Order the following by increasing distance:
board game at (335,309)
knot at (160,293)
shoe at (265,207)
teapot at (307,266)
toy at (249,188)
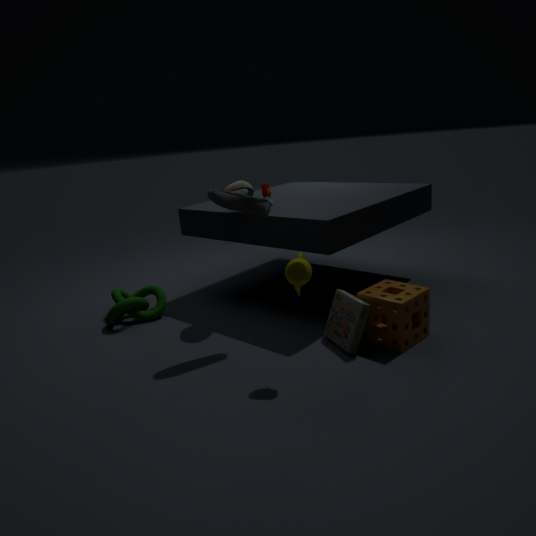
teapot at (307,266)
board game at (335,309)
shoe at (265,207)
toy at (249,188)
knot at (160,293)
